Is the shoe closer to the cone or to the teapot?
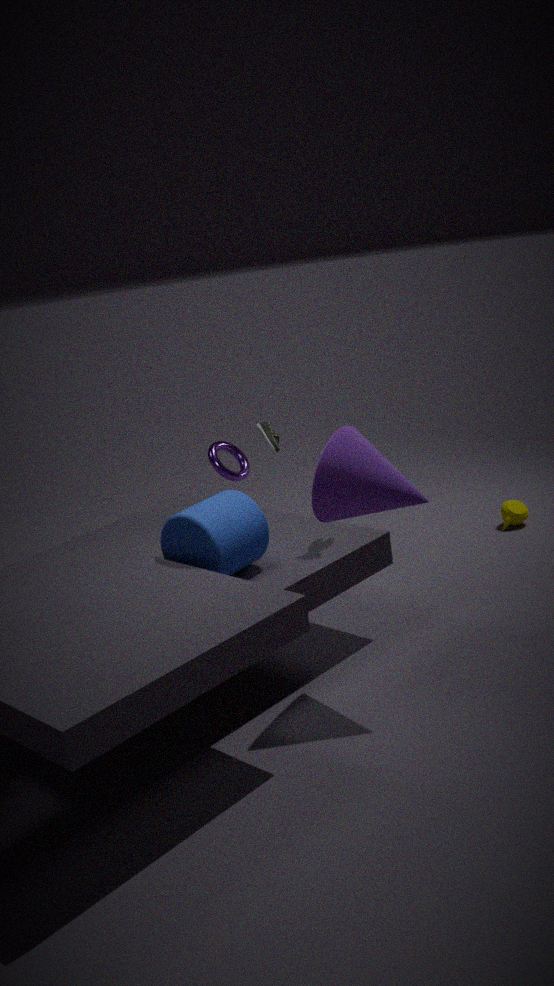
the cone
